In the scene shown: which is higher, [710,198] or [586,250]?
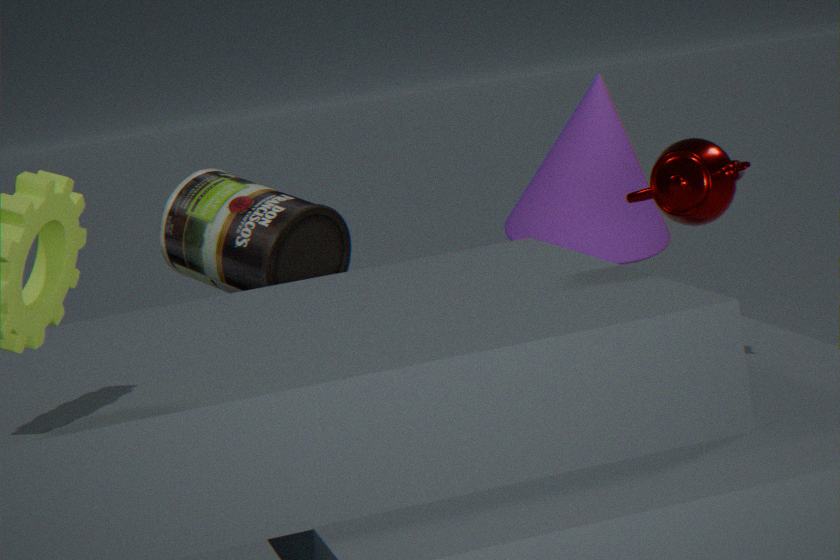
[710,198]
